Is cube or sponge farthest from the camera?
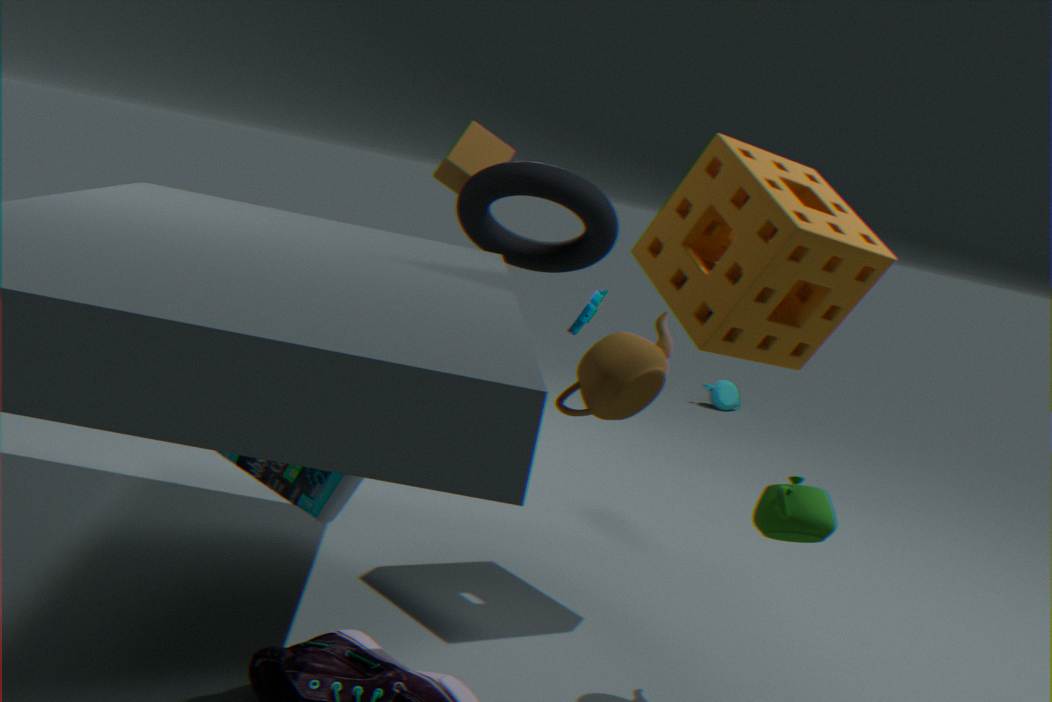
cube
